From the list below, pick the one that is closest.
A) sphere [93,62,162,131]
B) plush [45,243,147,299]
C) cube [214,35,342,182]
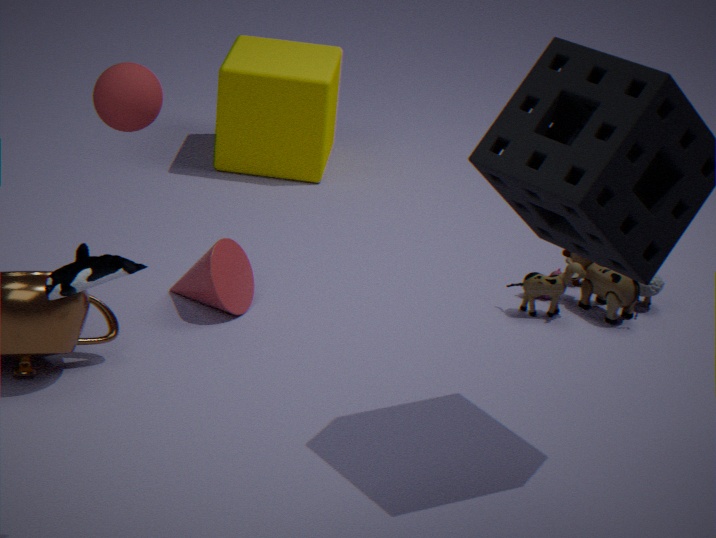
plush [45,243,147,299]
